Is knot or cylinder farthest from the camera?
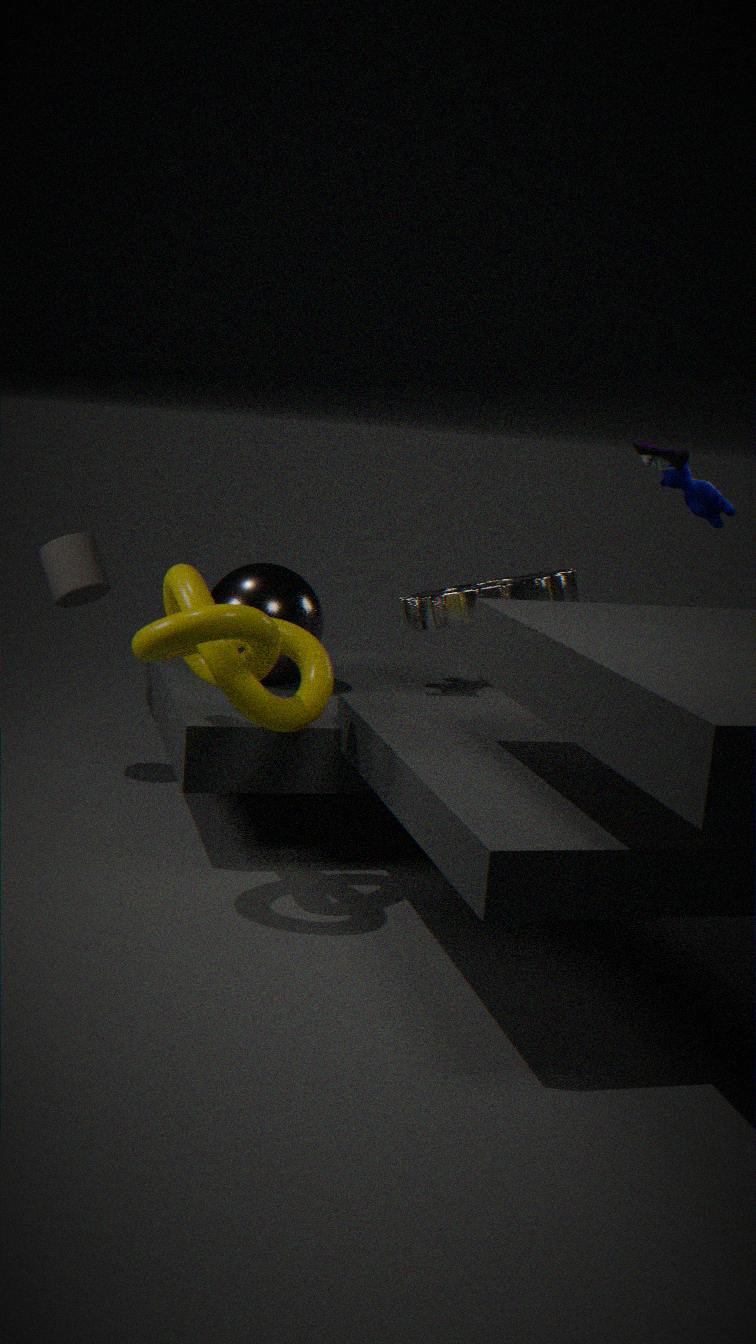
cylinder
